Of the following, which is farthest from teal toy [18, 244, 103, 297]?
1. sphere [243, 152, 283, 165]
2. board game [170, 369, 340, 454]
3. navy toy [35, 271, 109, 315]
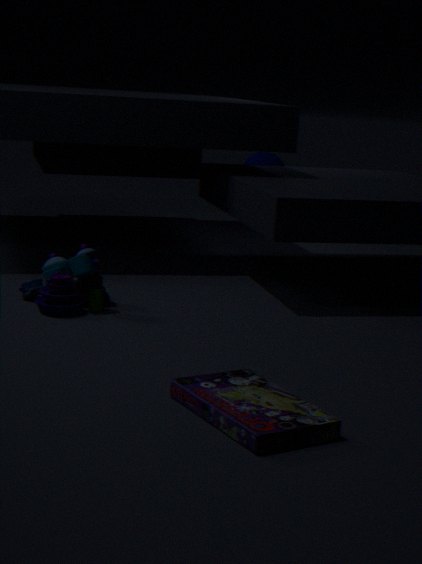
sphere [243, 152, 283, 165]
